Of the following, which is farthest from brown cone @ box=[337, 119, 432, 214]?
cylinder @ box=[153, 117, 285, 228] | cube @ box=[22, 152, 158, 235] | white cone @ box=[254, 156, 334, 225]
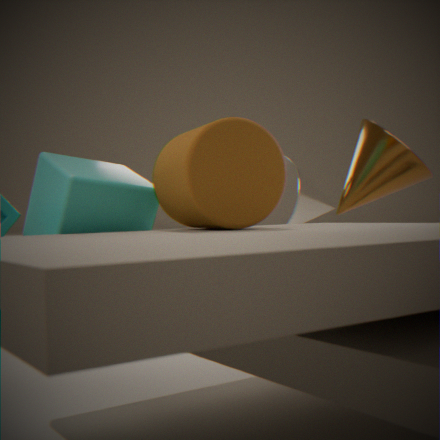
cube @ box=[22, 152, 158, 235]
